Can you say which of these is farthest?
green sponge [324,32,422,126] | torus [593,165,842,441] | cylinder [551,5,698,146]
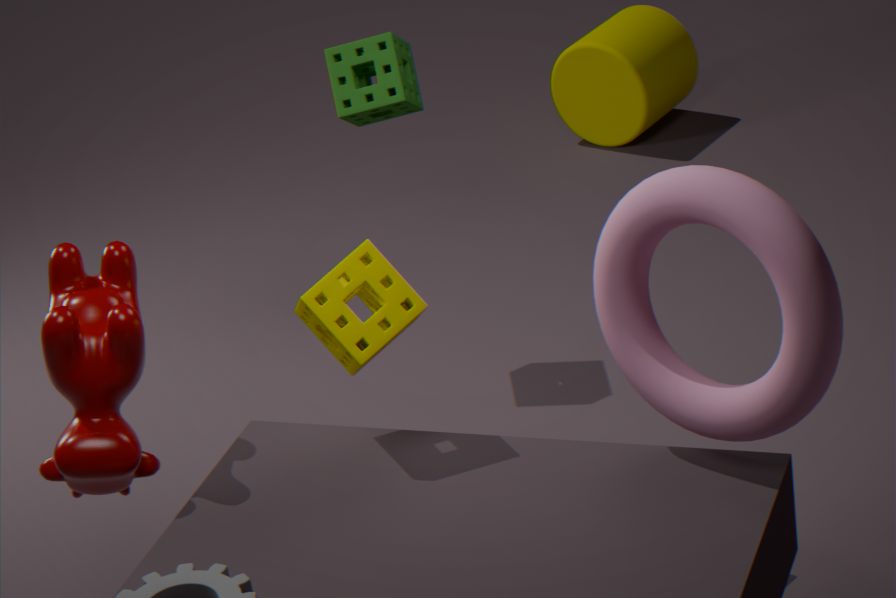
cylinder [551,5,698,146]
